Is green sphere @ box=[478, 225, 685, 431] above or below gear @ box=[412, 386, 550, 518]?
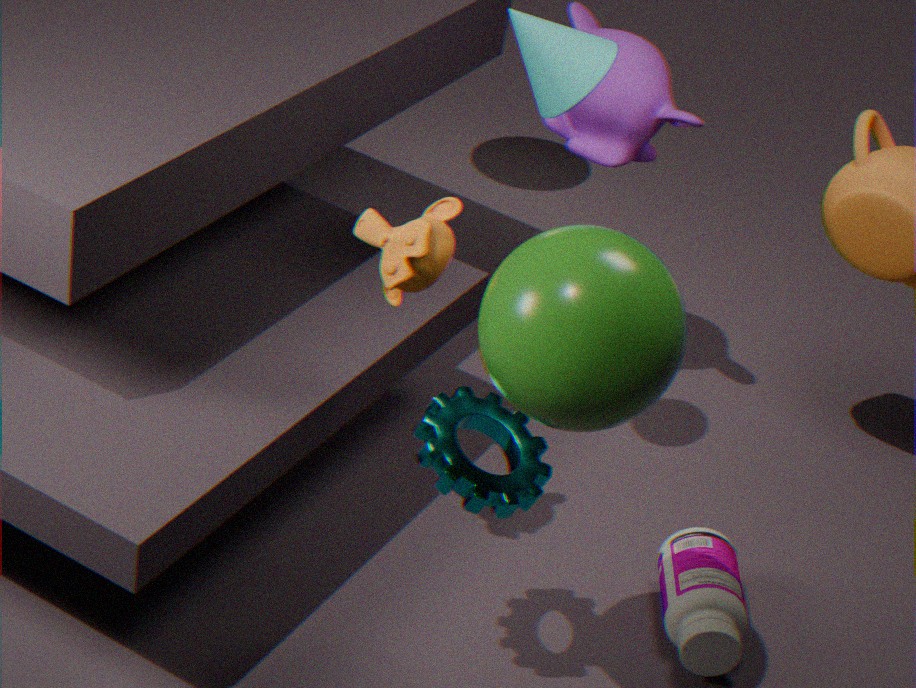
above
